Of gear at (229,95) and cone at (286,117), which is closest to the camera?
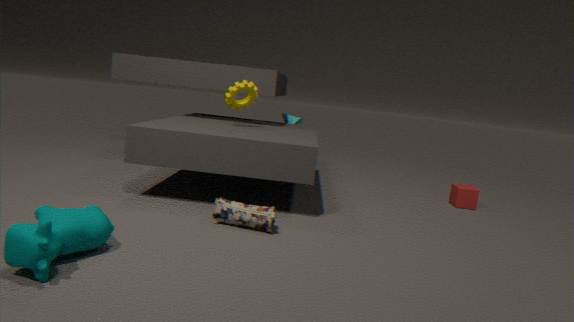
gear at (229,95)
